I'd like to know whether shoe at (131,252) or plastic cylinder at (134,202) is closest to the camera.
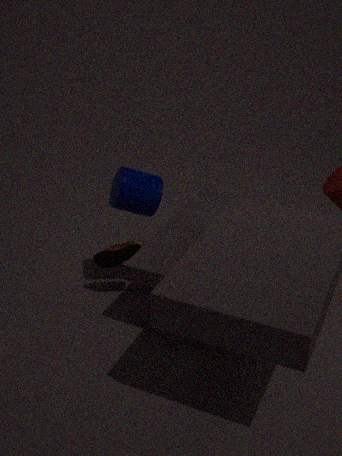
plastic cylinder at (134,202)
